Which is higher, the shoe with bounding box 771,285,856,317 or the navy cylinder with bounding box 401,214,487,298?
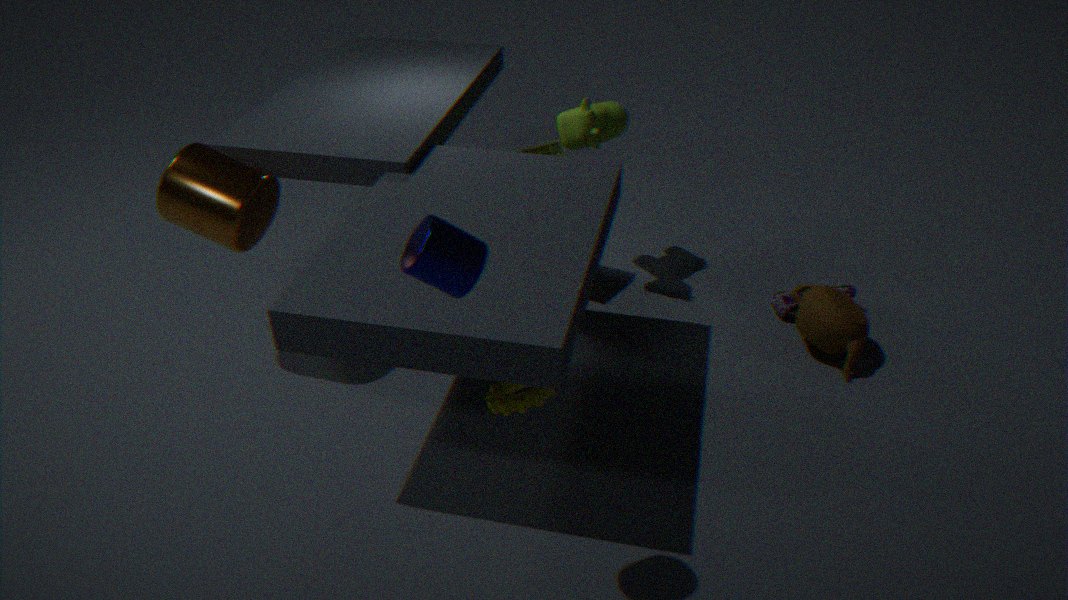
the navy cylinder with bounding box 401,214,487,298
